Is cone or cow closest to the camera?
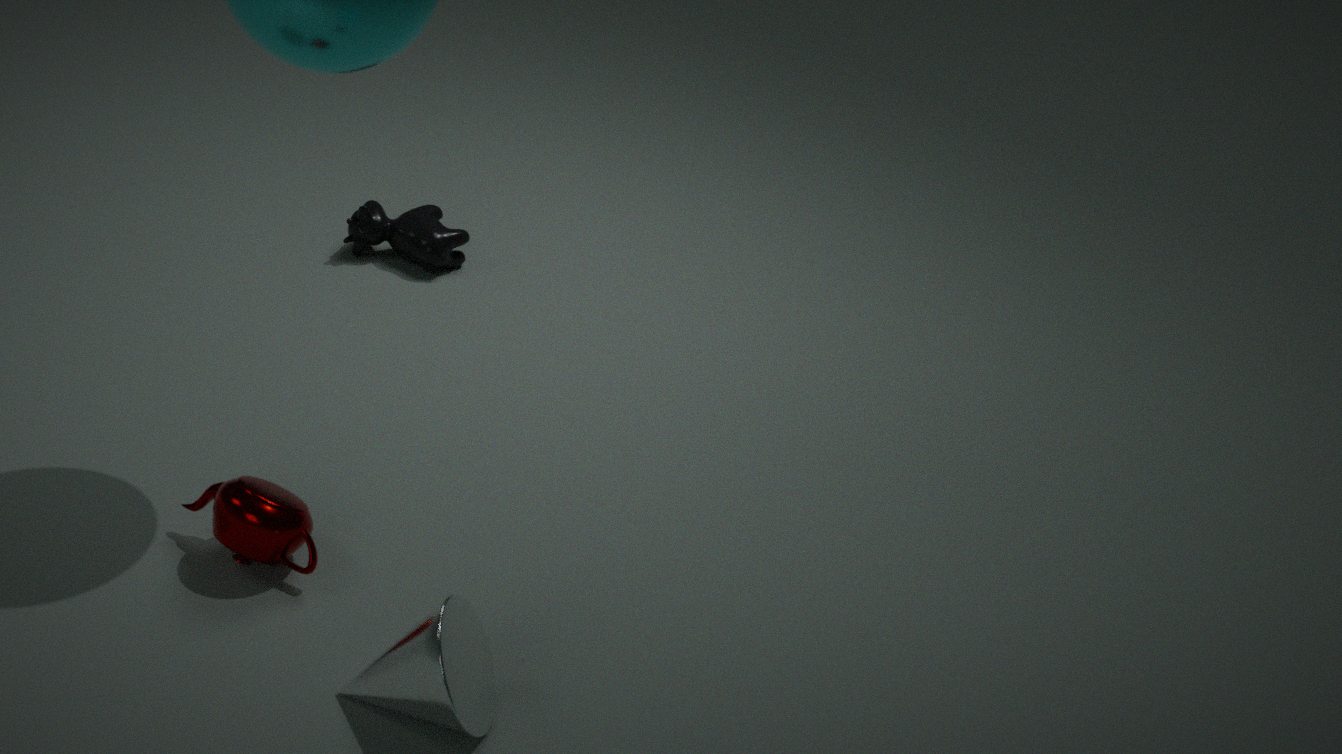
cone
